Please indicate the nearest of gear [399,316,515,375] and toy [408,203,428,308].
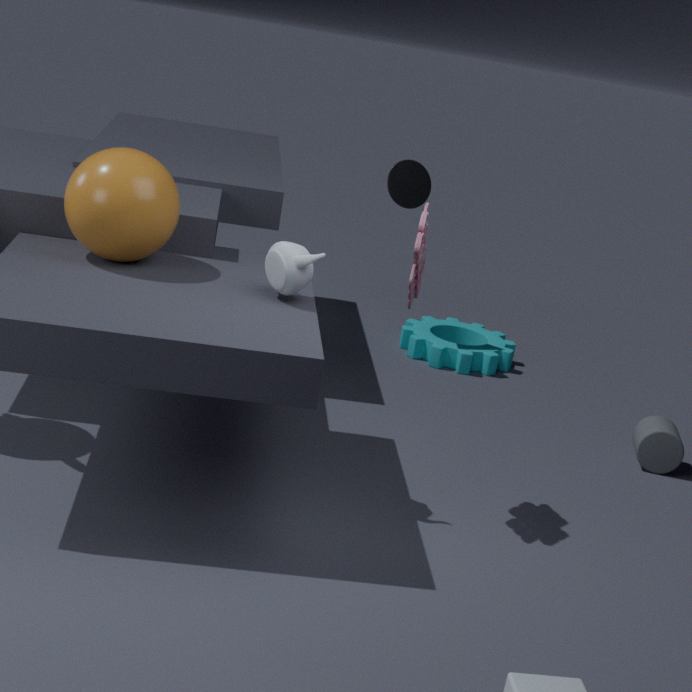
toy [408,203,428,308]
